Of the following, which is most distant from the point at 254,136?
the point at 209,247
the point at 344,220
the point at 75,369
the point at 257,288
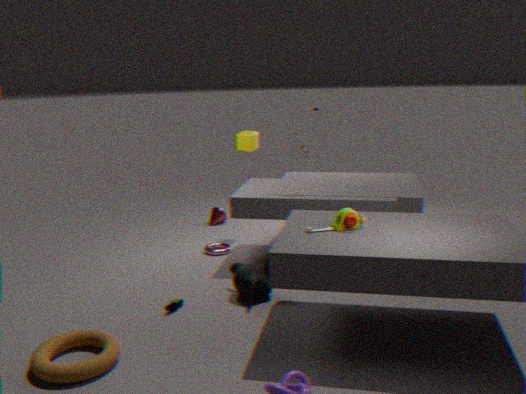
the point at 75,369
